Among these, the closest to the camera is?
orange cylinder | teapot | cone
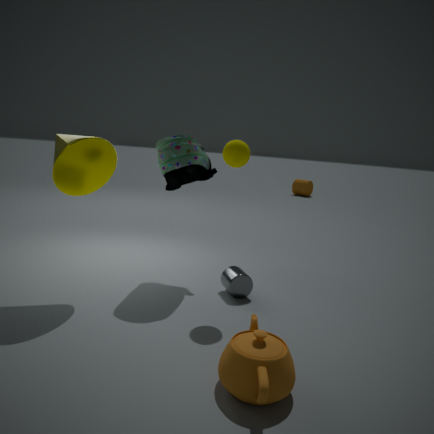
teapot
